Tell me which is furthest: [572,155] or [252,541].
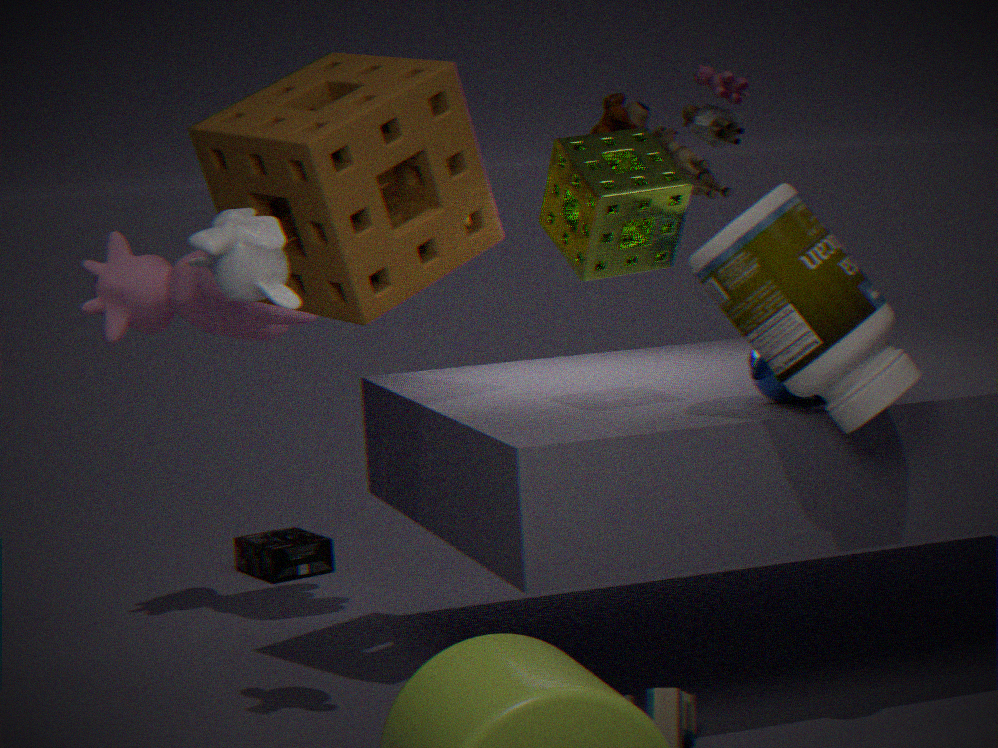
[252,541]
